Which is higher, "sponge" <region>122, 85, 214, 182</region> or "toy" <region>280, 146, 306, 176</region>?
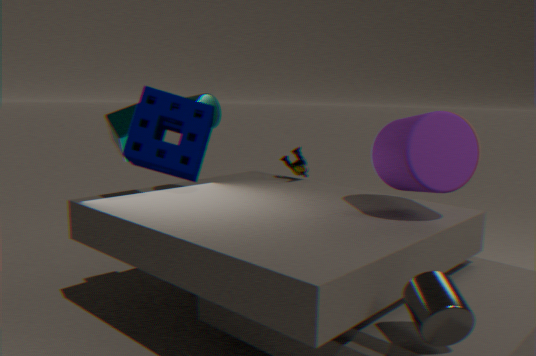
"sponge" <region>122, 85, 214, 182</region>
